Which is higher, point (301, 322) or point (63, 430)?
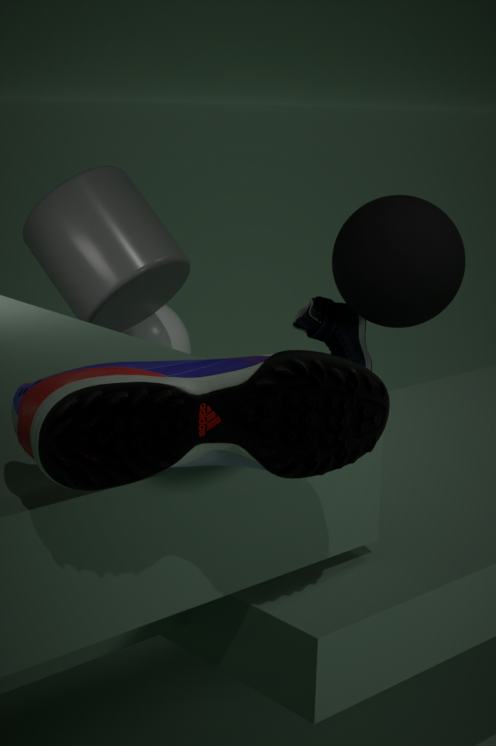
point (63, 430)
